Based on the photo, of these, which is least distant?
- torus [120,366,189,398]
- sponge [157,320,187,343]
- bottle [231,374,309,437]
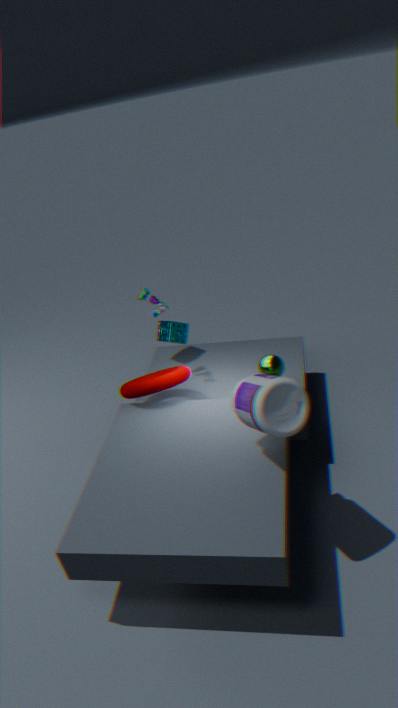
bottle [231,374,309,437]
